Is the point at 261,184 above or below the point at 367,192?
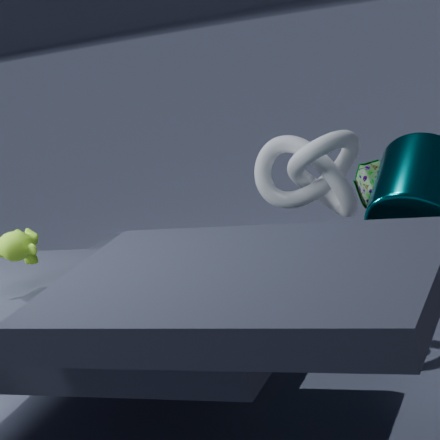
below
